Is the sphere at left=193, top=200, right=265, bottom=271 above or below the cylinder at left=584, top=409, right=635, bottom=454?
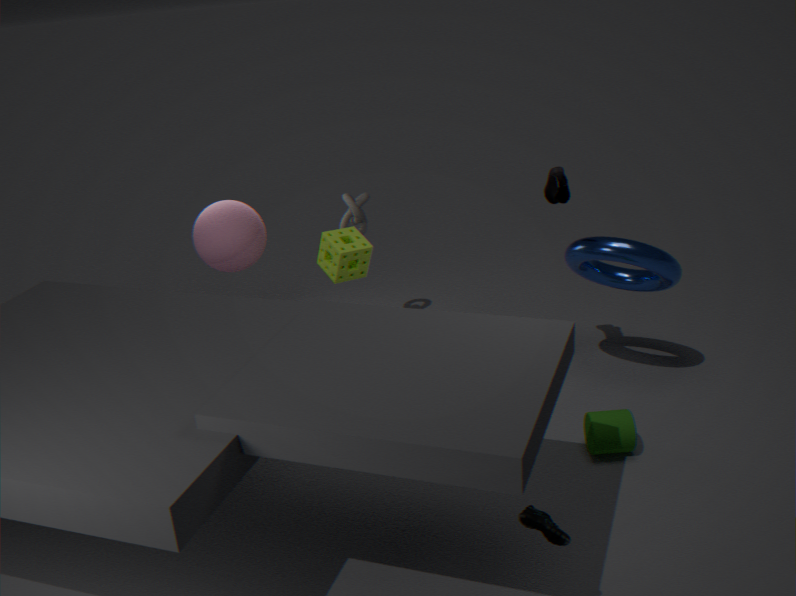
above
